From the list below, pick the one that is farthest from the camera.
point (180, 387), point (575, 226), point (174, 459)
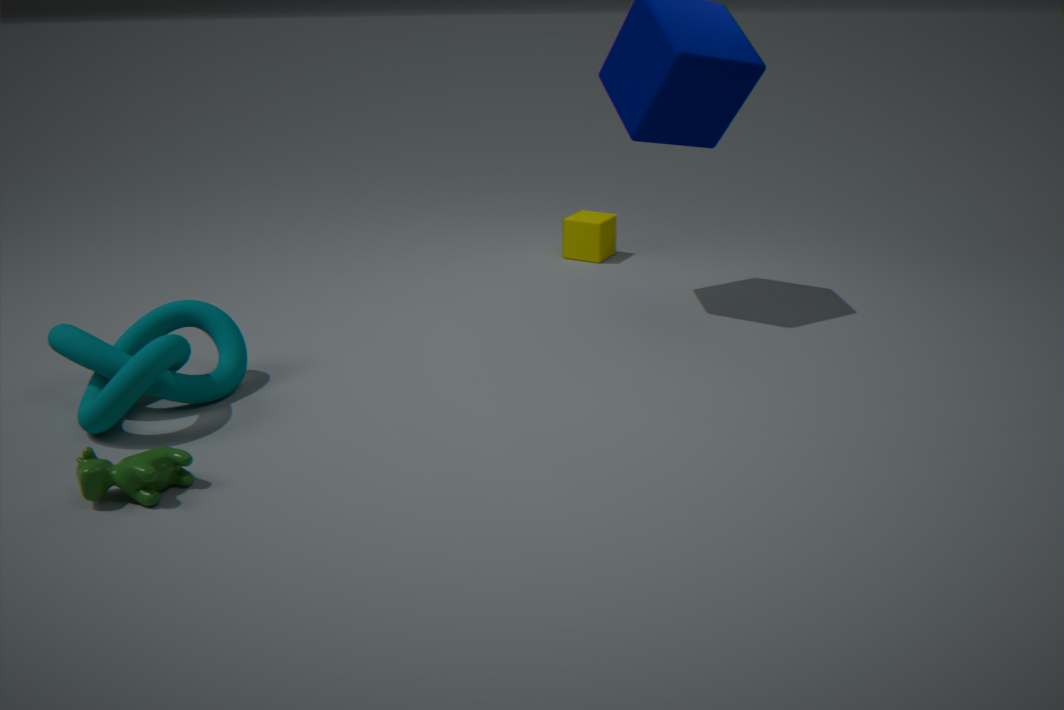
point (575, 226)
